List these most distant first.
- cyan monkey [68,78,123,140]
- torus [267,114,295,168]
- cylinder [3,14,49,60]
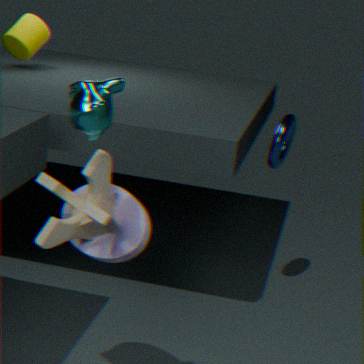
cylinder [3,14,49,60]
torus [267,114,295,168]
cyan monkey [68,78,123,140]
